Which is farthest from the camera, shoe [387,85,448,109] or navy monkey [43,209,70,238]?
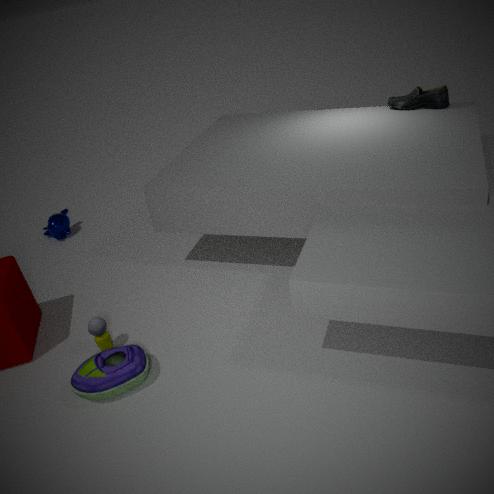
navy monkey [43,209,70,238]
